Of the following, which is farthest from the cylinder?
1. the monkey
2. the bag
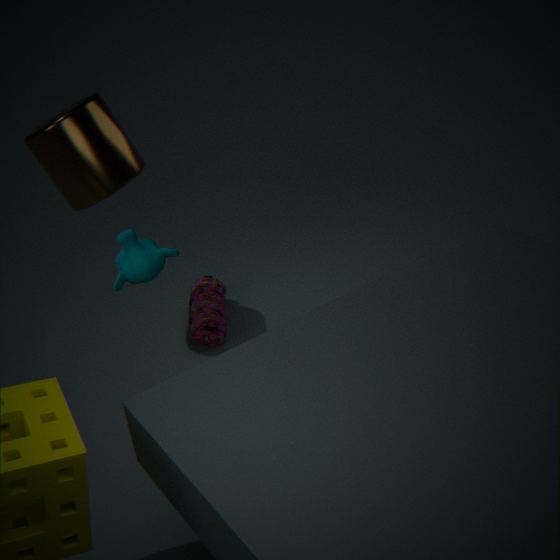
the bag
